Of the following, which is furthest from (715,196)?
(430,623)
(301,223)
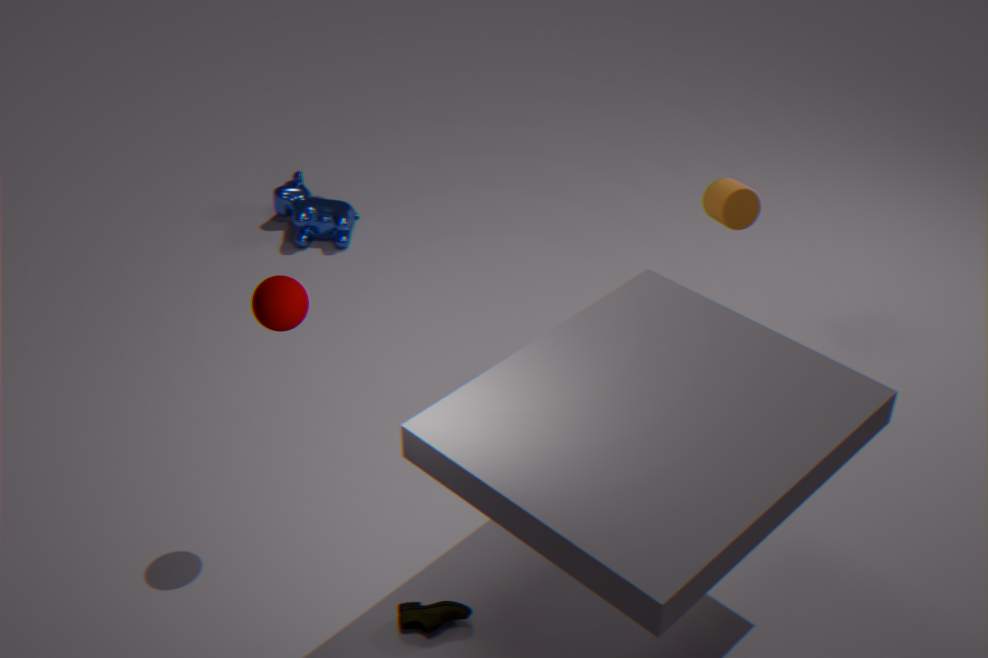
(301,223)
